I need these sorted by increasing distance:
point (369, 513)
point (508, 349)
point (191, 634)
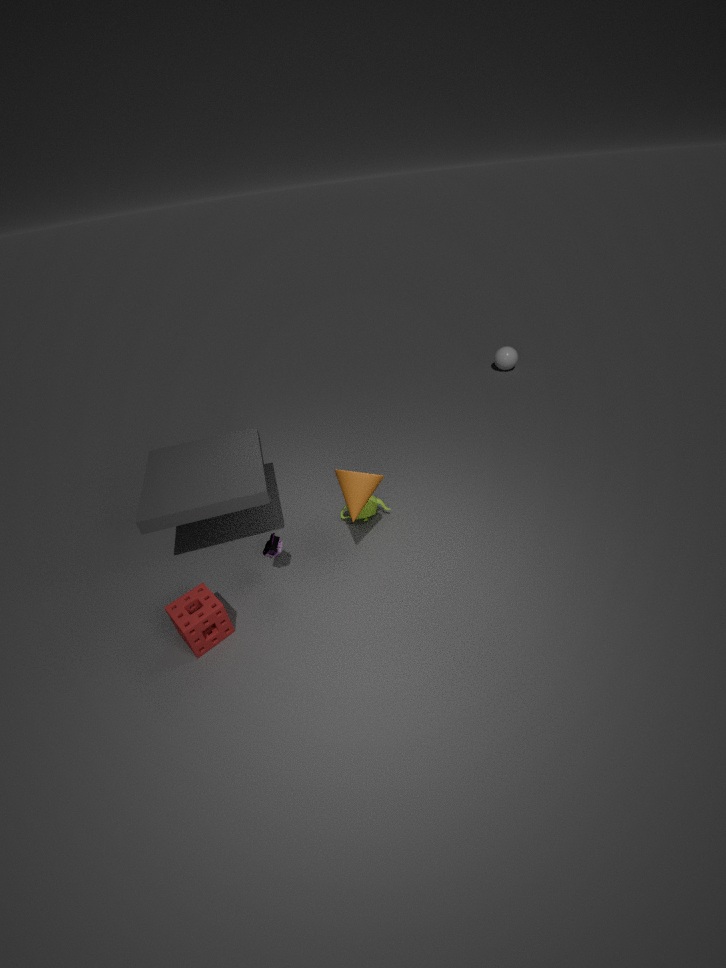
point (191, 634), point (369, 513), point (508, 349)
